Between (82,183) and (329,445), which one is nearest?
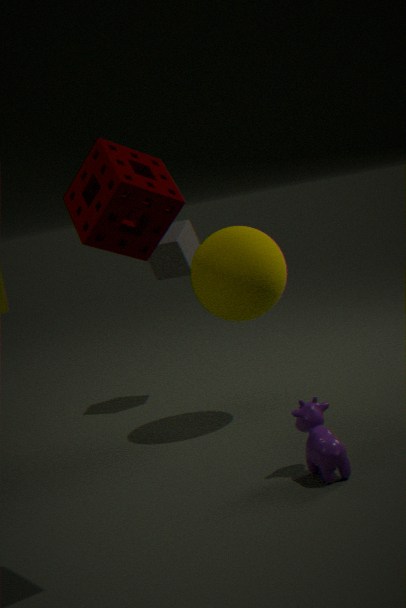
(82,183)
